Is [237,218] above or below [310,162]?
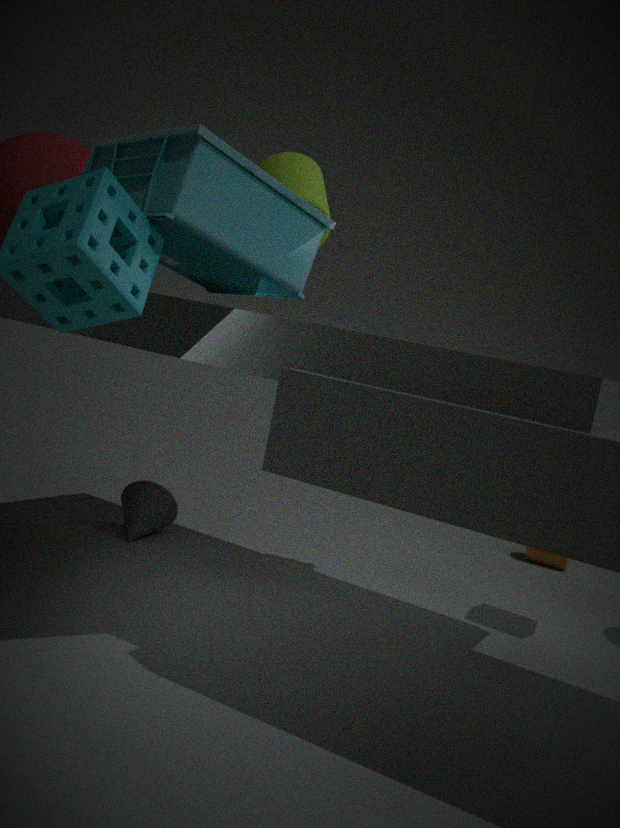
below
